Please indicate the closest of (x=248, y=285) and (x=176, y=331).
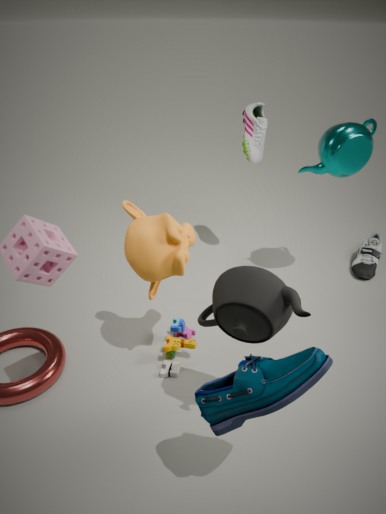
(x=248, y=285)
